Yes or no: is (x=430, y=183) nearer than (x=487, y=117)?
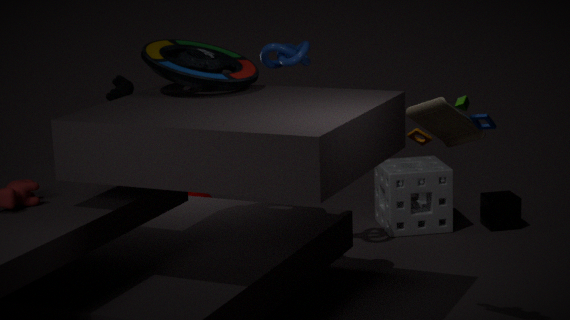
No
